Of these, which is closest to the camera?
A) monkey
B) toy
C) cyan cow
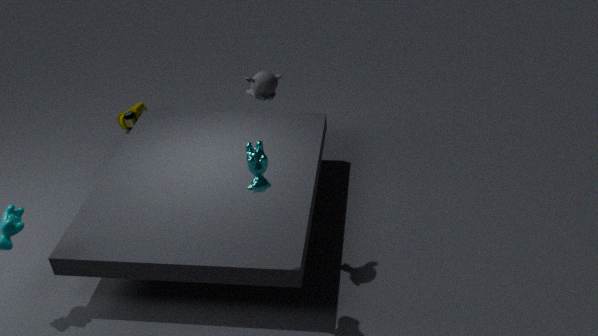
cyan cow
